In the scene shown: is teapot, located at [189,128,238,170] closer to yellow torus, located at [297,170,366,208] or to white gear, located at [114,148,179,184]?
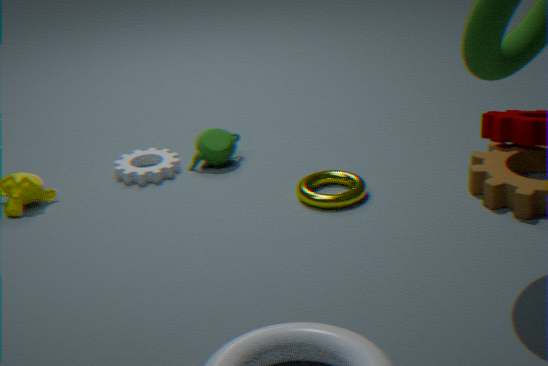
white gear, located at [114,148,179,184]
